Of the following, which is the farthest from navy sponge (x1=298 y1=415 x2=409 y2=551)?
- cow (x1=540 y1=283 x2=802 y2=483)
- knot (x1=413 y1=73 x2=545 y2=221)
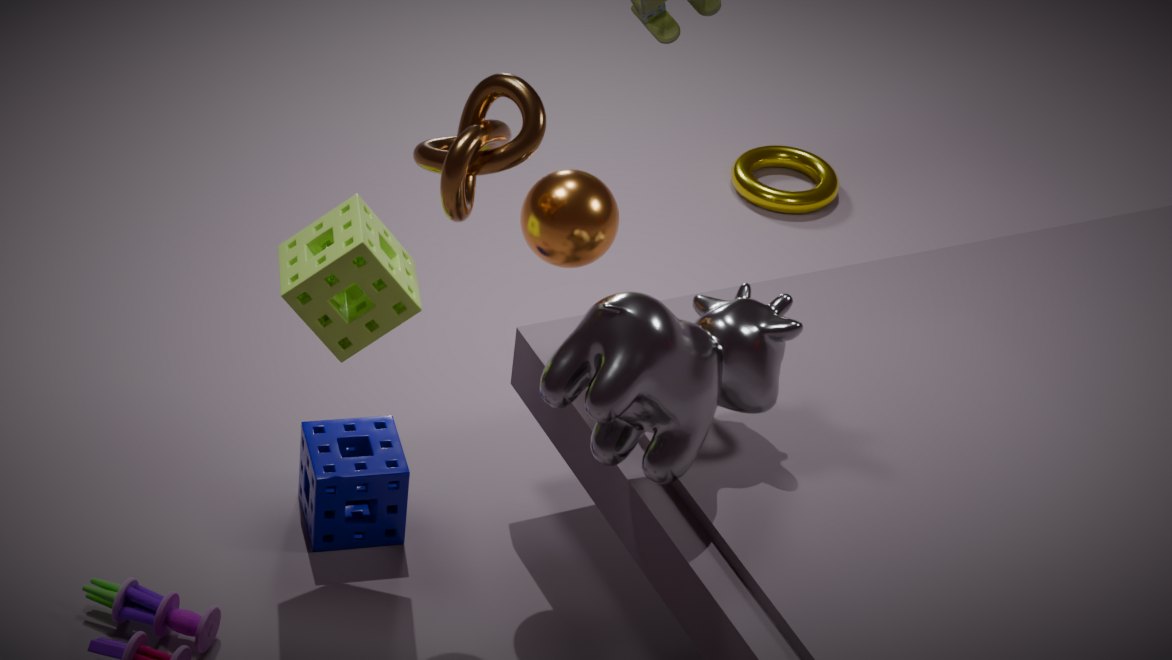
knot (x1=413 y1=73 x2=545 y2=221)
